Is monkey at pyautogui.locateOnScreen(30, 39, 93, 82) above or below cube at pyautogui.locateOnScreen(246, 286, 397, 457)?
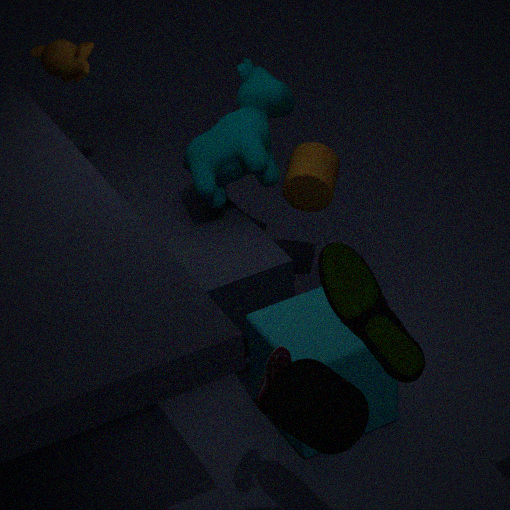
above
